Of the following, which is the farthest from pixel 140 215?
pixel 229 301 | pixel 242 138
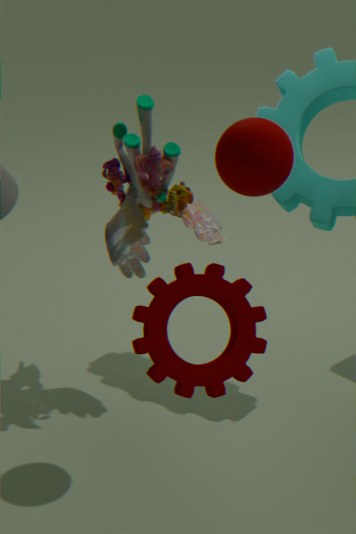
pixel 229 301
